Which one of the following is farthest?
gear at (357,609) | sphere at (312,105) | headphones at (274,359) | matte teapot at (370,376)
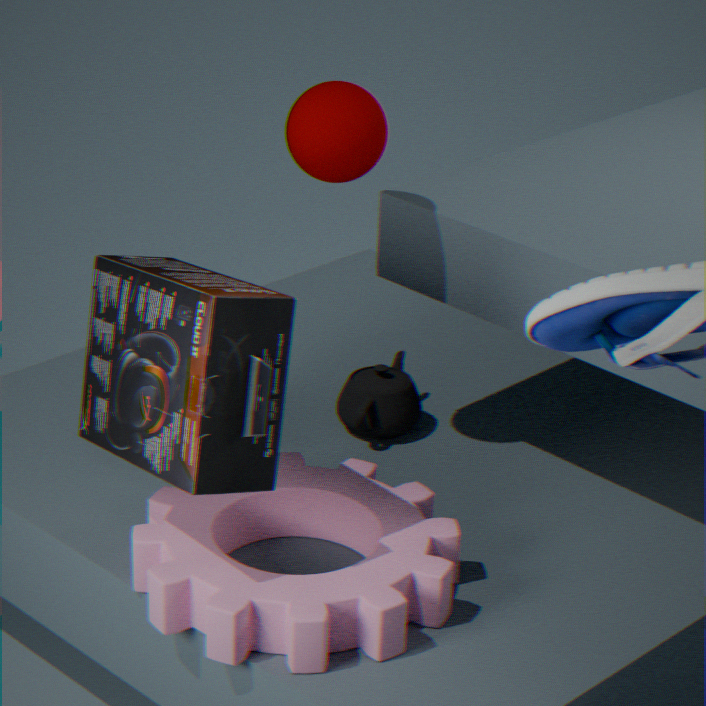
matte teapot at (370,376)
